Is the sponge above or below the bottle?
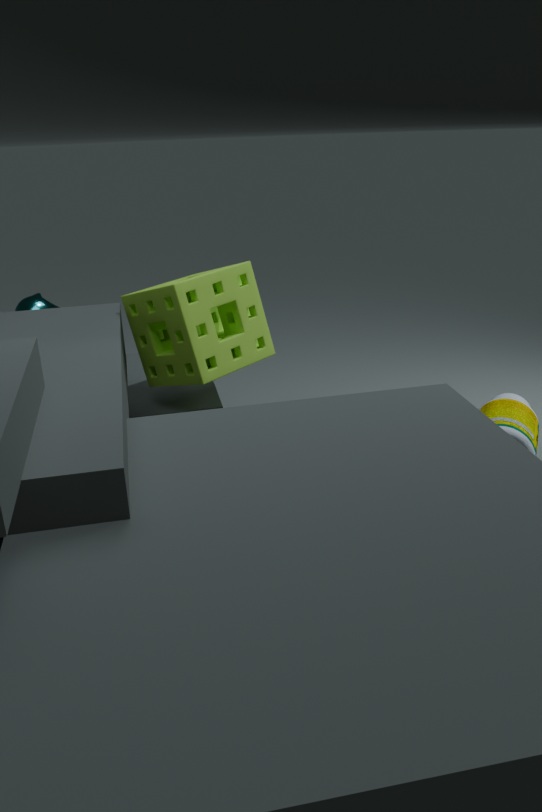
above
